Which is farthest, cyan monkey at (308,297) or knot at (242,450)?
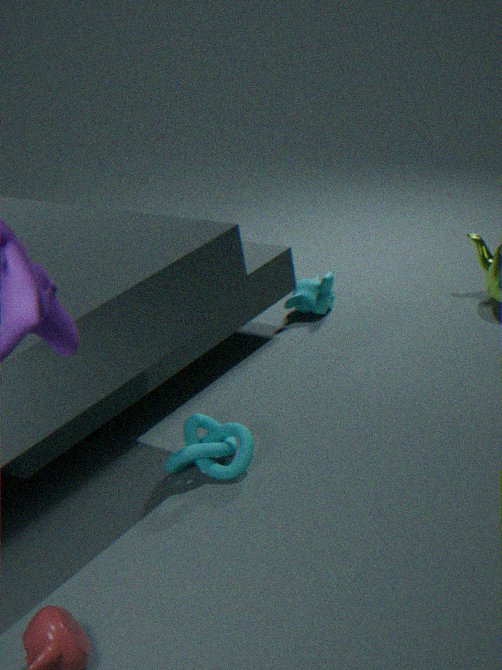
cyan monkey at (308,297)
